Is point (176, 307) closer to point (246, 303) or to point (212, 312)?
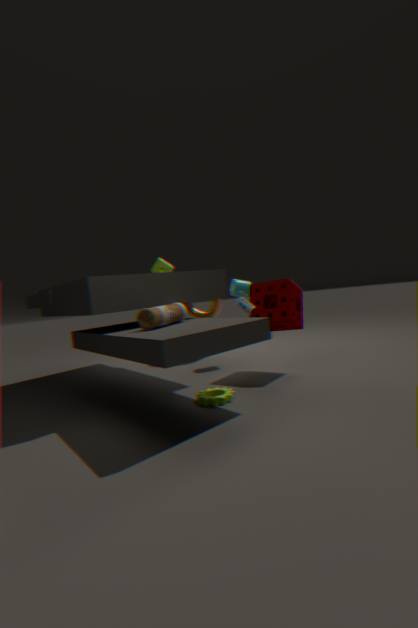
point (246, 303)
